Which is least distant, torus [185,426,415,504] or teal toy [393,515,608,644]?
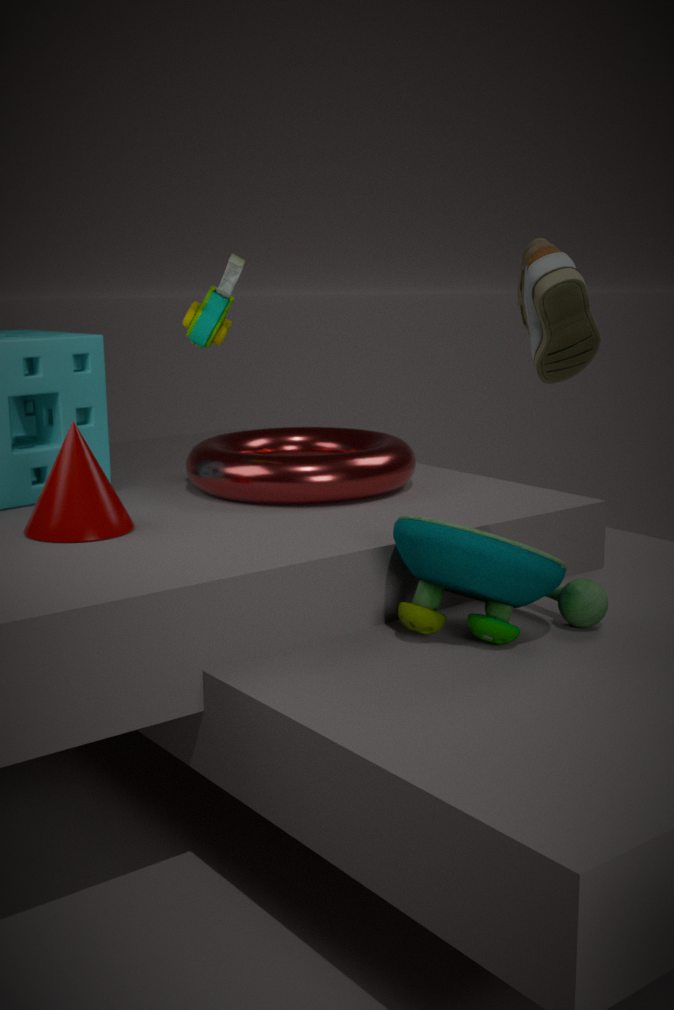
teal toy [393,515,608,644]
